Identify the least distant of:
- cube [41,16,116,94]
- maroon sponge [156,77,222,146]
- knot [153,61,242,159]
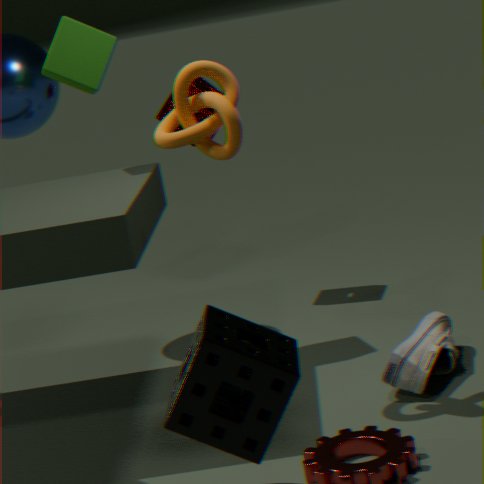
knot [153,61,242,159]
